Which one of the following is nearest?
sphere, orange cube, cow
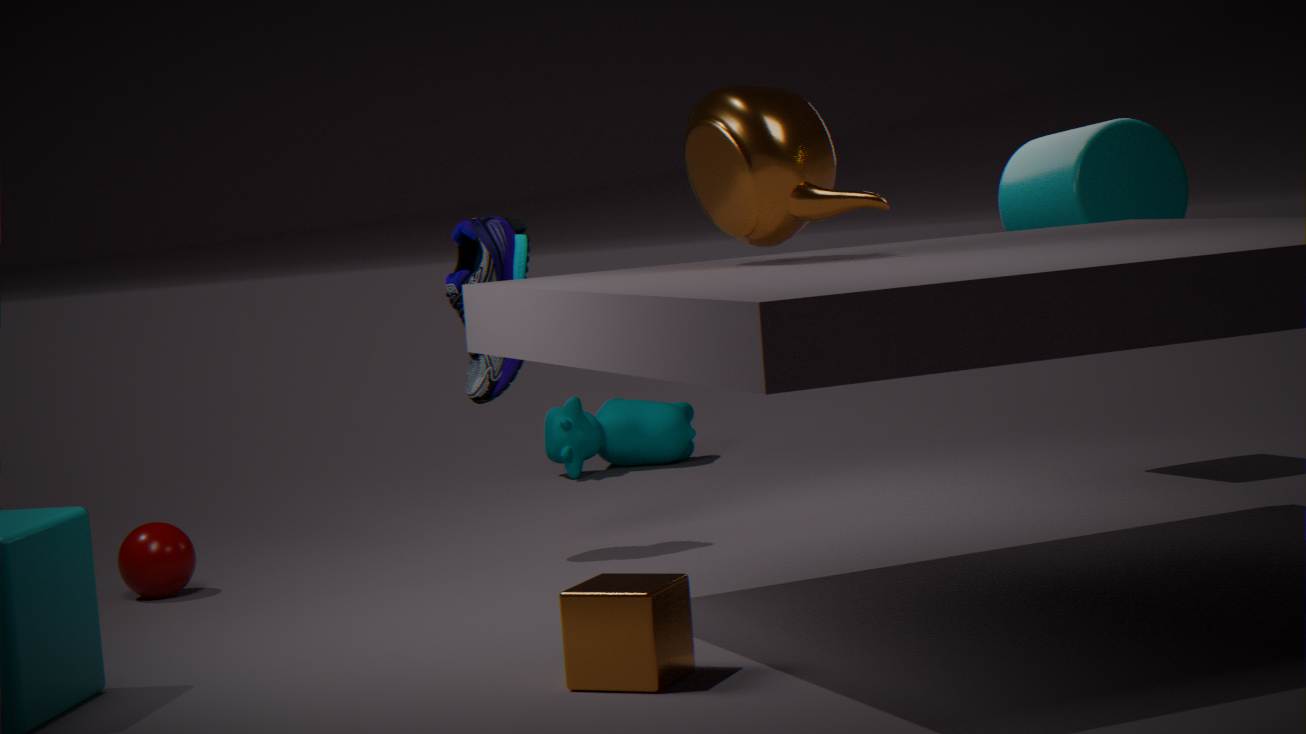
orange cube
